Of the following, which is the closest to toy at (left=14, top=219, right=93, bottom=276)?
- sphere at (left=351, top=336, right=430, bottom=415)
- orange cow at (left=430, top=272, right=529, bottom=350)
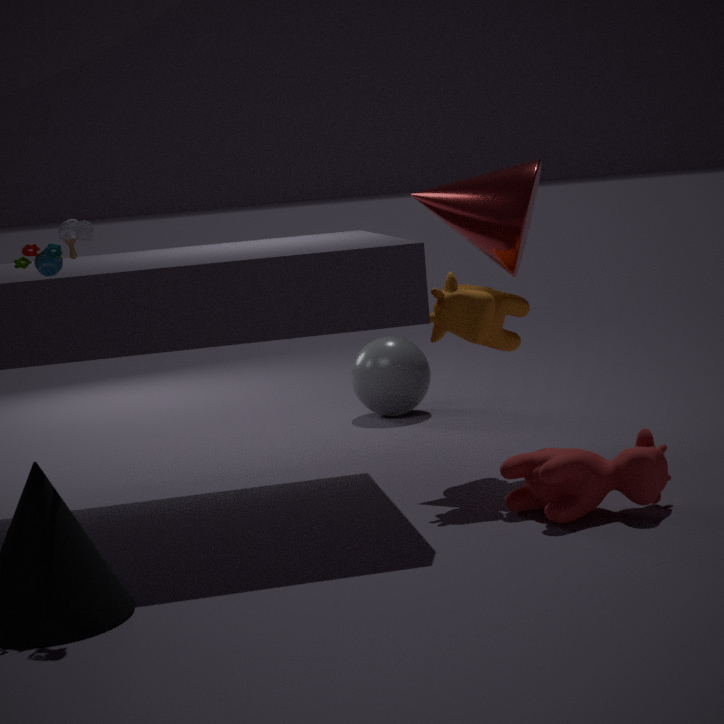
orange cow at (left=430, top=272, right=529, bottom=350)
